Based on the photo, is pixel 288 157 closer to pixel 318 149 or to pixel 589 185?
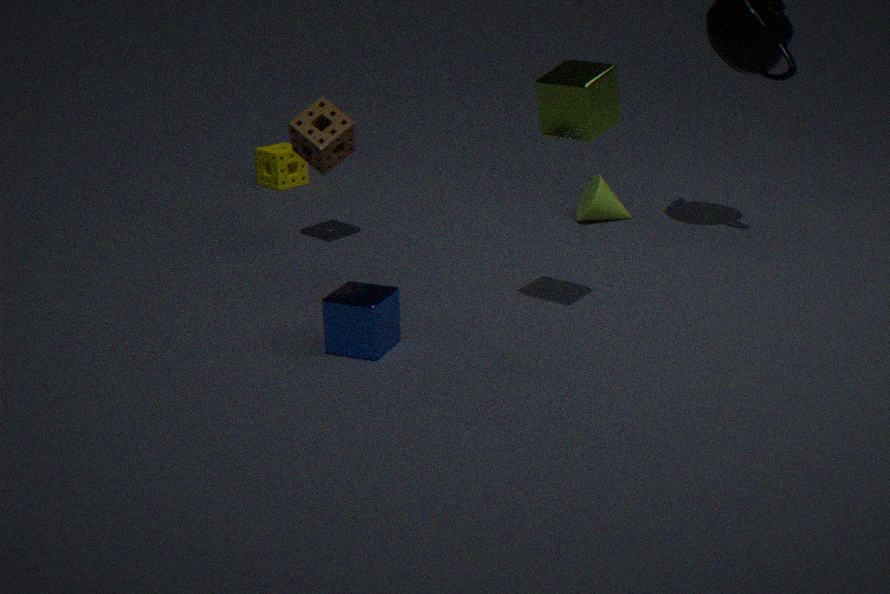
A: pixel 318 149
